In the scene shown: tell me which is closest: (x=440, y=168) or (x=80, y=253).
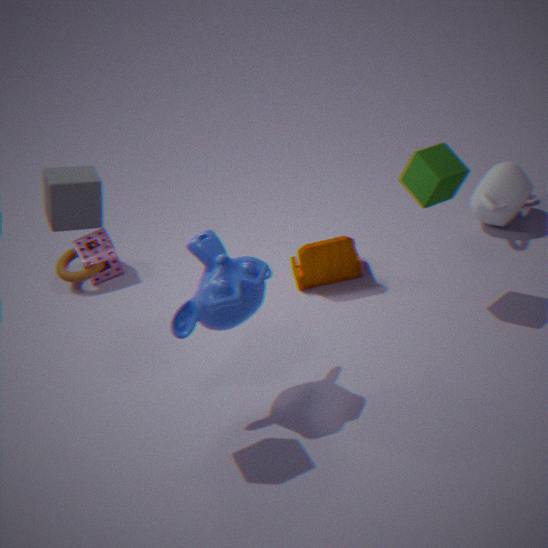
(x=440, y=168)
